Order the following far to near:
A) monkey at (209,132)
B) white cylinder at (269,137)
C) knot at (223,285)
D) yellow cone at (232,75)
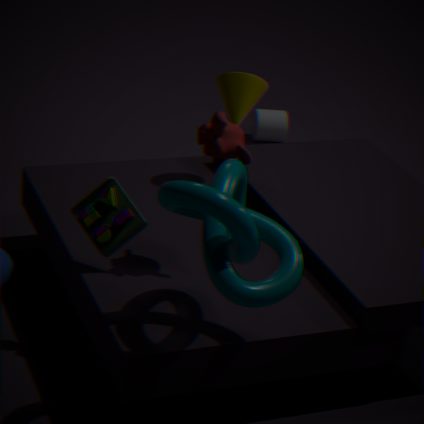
white cylinder at (269,137)
yellow cone at (232,75)
monkey at (209,132)
knot at (223,285)
